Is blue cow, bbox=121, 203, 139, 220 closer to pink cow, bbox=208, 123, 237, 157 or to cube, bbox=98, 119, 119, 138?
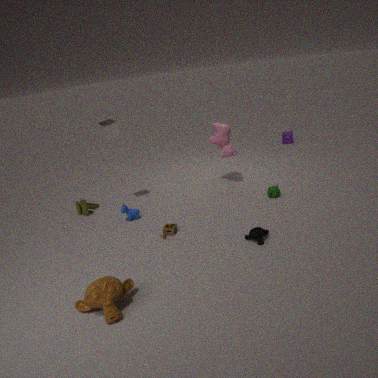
cube, bbox=98, 119, 119, 138
